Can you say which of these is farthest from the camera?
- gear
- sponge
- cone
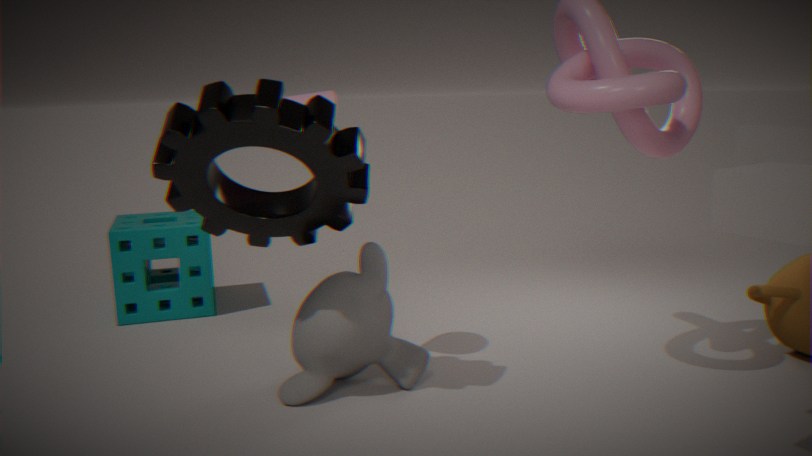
Answer: sponge
